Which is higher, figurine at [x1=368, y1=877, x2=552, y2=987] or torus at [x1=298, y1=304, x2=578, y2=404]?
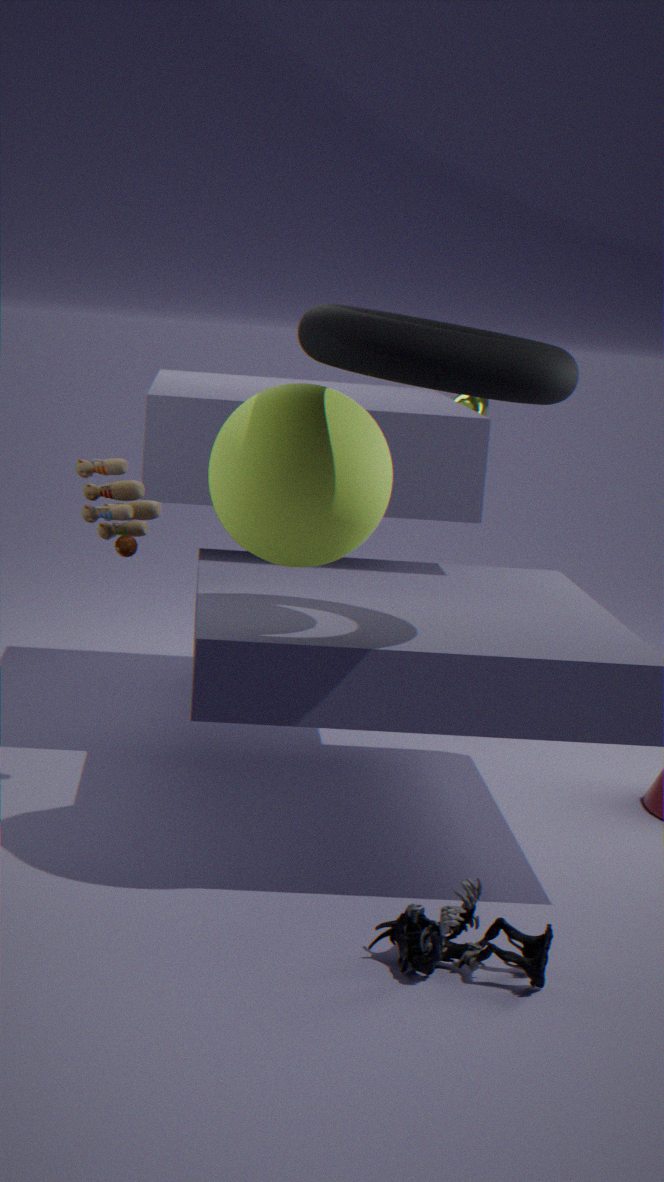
torus at [x1=298, y1=304, x2=578, y2=404]
